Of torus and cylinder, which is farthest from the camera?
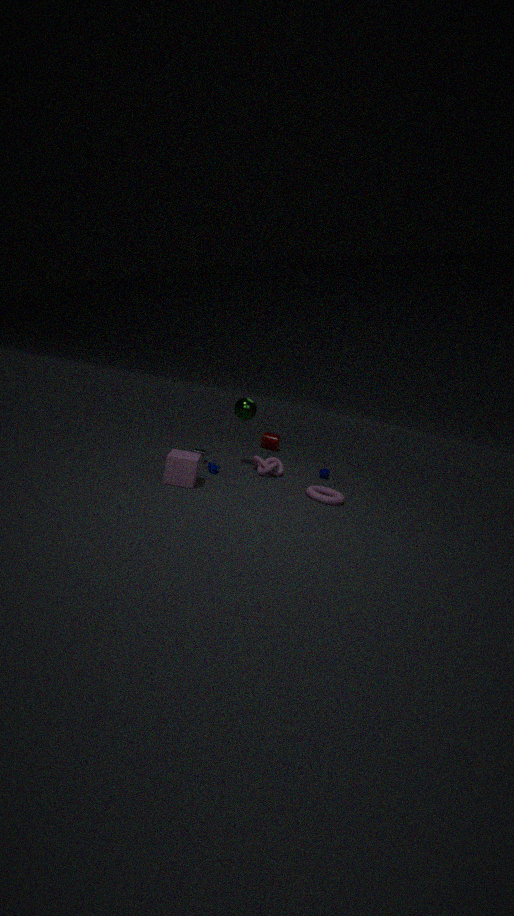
cylinder
